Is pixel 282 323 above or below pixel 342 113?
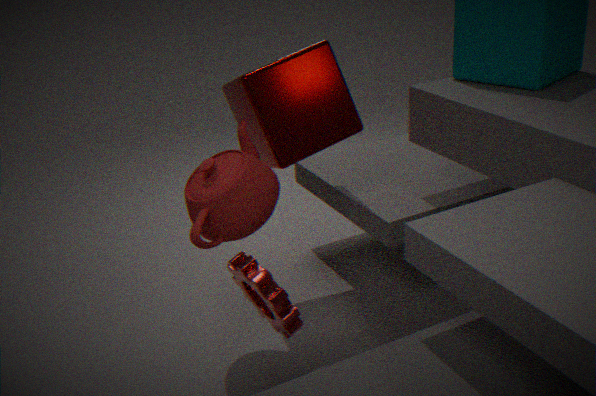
below
